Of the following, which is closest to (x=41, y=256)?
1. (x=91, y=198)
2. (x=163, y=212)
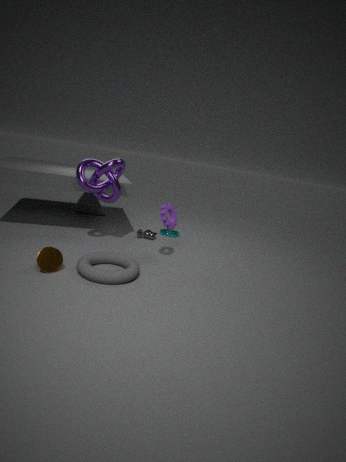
(x=163, y=212)
